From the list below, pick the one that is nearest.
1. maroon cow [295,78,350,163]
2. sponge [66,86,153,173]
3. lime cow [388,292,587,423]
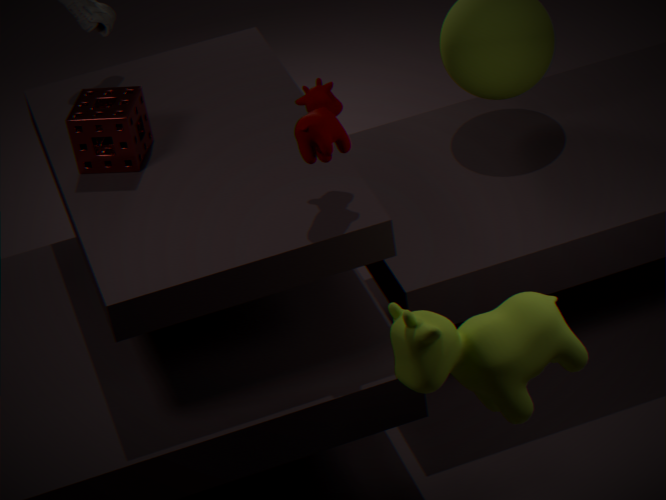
lime cow [388,292,587,423]
